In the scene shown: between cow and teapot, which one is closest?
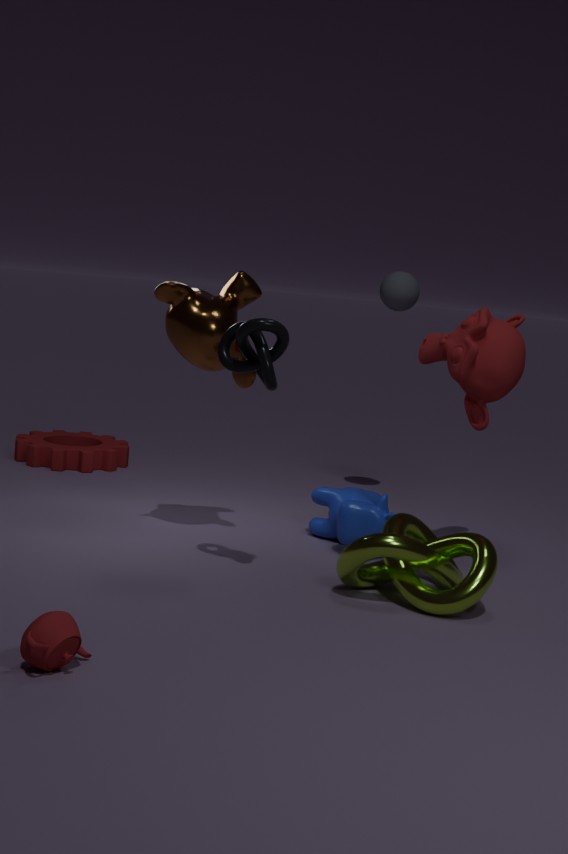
teapot
